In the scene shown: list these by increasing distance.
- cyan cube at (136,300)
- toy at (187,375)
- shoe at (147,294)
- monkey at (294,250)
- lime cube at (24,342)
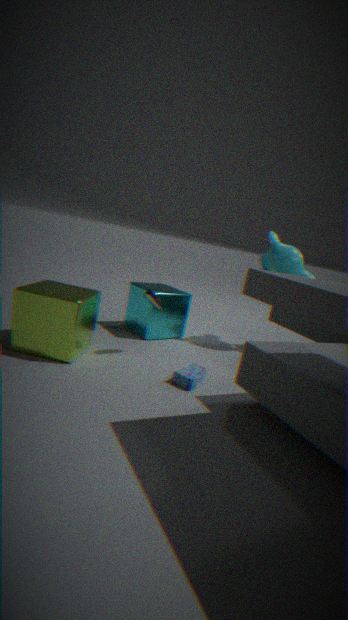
lime cube at (24,342)
toy at (187,375)
shoe at (147,294)
cyan cube at (136,300)
monkey at (294,250)
